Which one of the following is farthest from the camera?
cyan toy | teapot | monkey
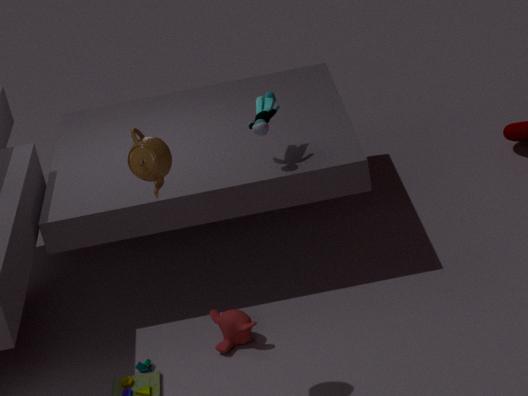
cyan toy
